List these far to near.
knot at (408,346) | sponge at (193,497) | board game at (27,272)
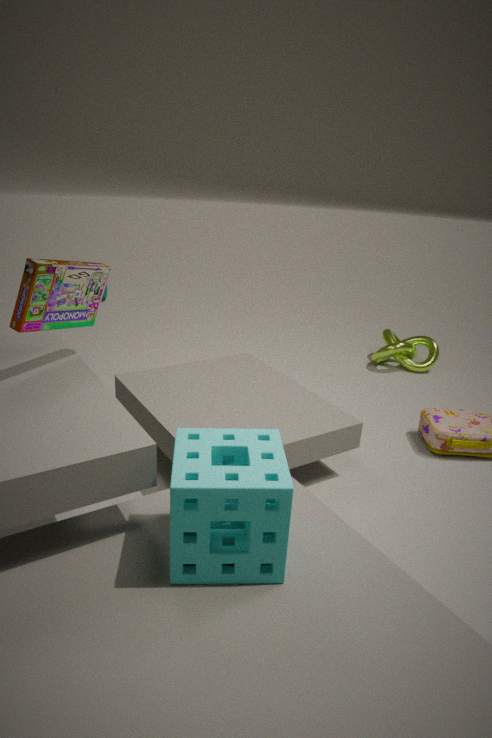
knot at (408,346) → board game at (27,272) → sponge at (193,497)
